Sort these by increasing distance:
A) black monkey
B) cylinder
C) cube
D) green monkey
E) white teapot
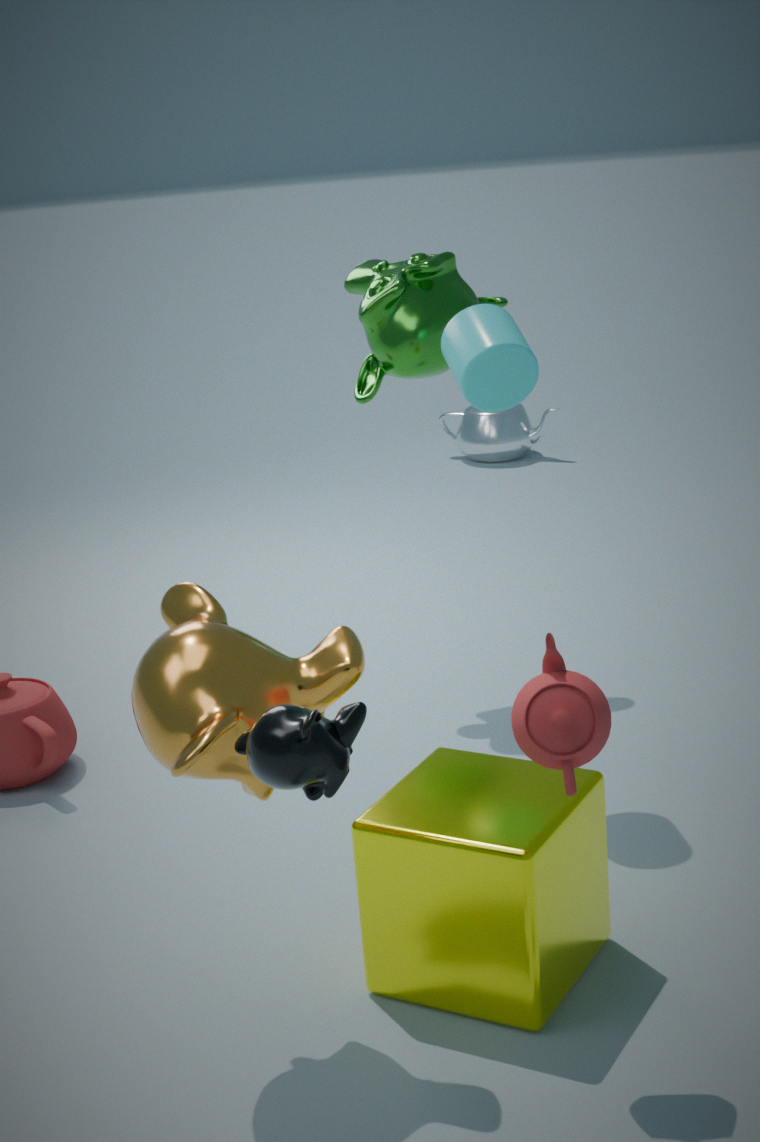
1. black monkey
2. cube
3. cylinder
4. green monkey
5. white teapot
